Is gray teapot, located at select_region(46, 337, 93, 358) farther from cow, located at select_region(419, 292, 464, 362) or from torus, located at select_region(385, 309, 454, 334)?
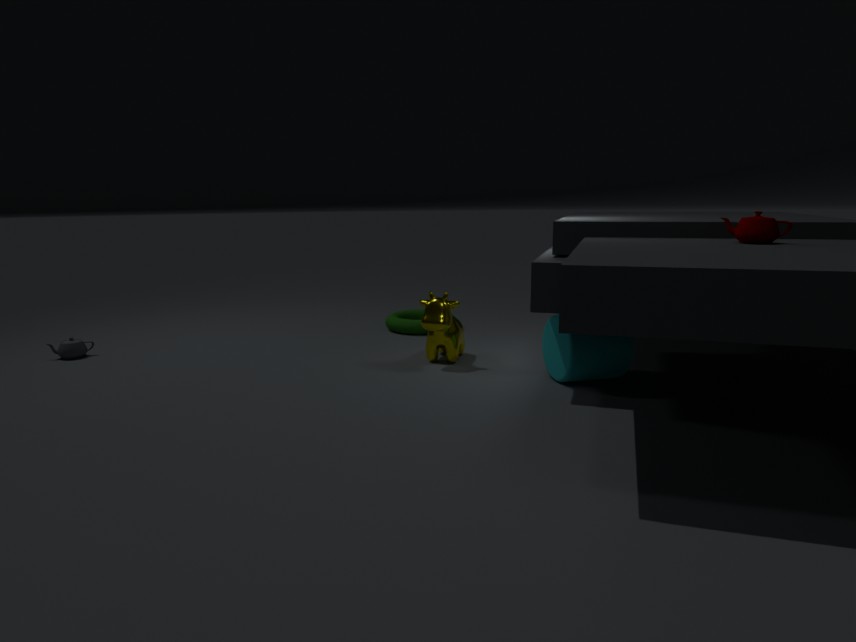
cow, located at select_region(419, 292, 464, 362)
